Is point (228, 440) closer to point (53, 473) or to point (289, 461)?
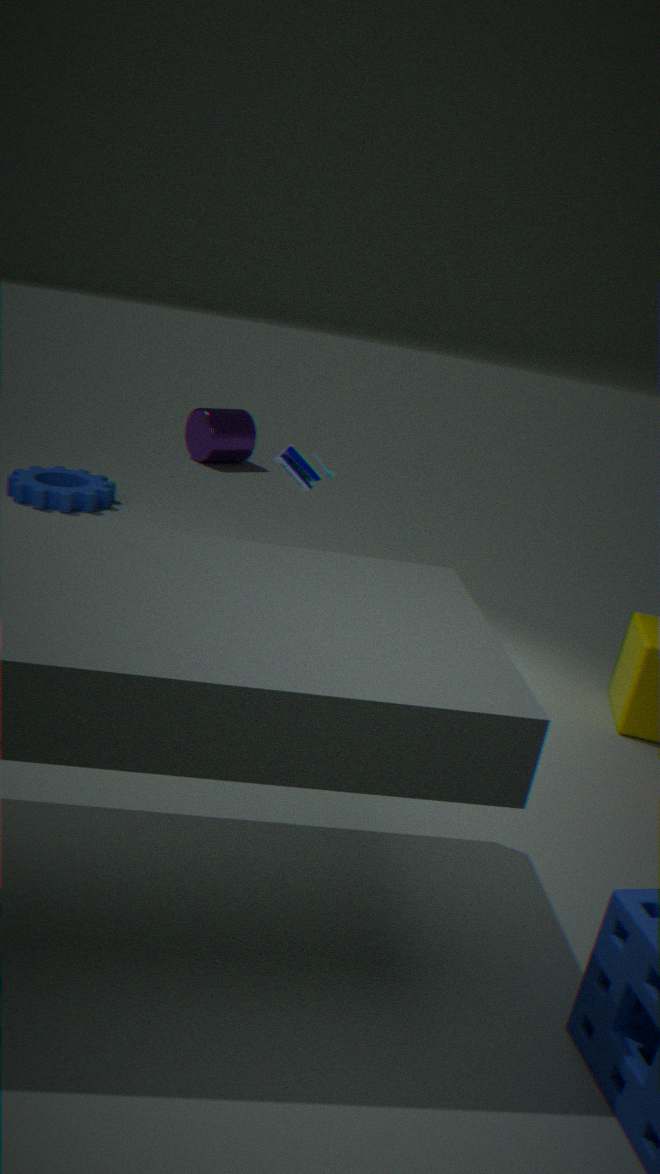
point (53, 473)
